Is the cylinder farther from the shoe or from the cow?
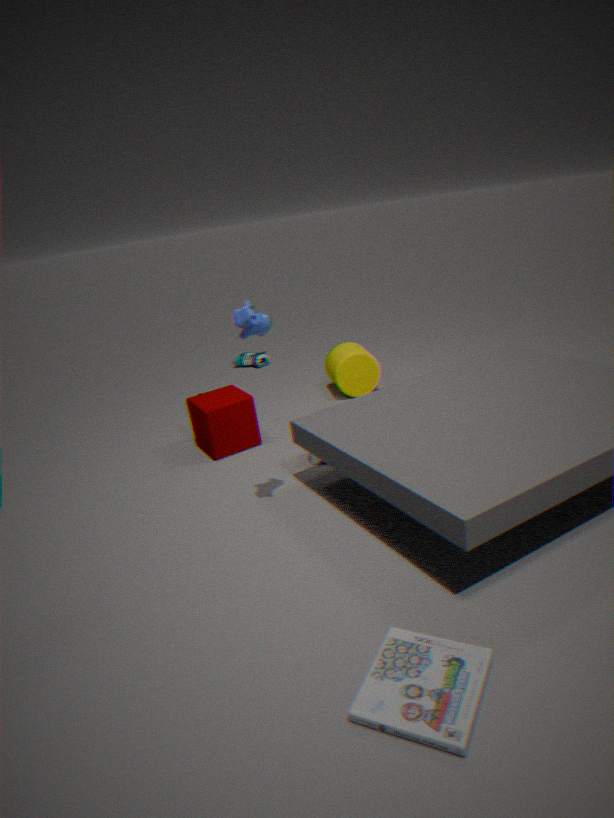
the cow
